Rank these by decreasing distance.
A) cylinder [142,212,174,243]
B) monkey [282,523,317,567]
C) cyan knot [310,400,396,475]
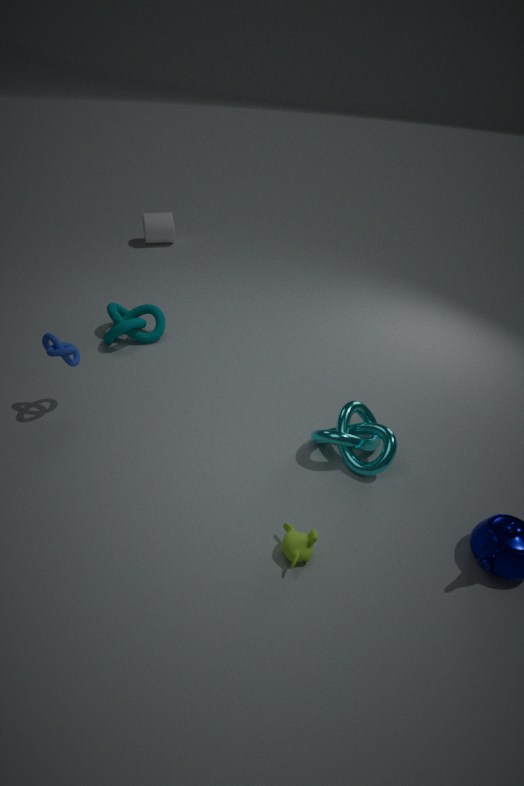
cylinder [142,212,174,243], cyan knot [310,400,396,475], monkey [282,523,317,567]
